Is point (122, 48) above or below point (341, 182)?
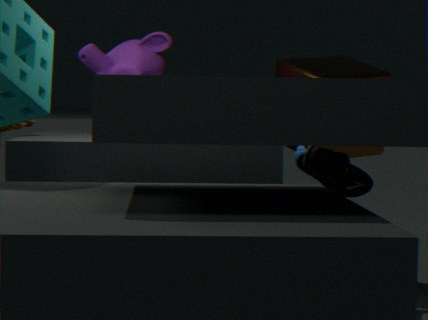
above
